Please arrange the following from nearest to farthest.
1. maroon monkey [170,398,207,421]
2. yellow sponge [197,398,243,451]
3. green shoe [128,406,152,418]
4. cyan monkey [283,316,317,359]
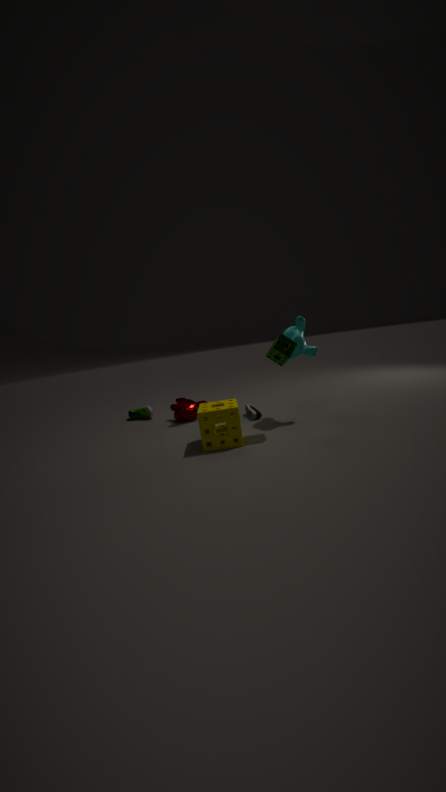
yellow sponge [197,398,243,451]
cyan monkey [283,316,317,359]
maroon monkey [170,398,207,421]
green shoe [128,406,152,418]
